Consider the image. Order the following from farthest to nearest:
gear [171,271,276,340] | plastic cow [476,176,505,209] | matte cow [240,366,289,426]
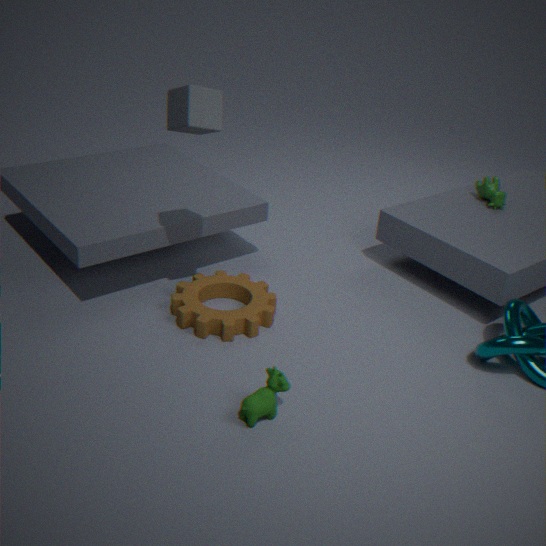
plastic cow [476,176,505,209], gear [171,271,276,340], matte cow [240,366,289,426]
